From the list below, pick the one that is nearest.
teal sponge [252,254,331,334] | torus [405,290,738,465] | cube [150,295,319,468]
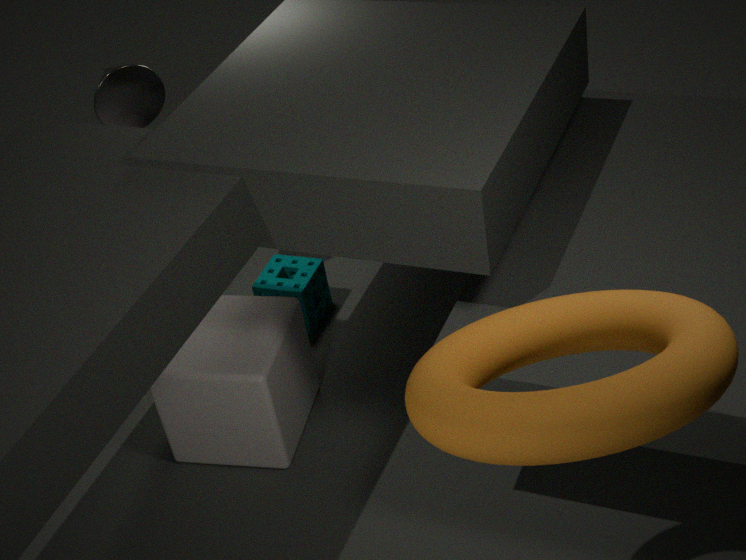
torus [405,290,738,465]
